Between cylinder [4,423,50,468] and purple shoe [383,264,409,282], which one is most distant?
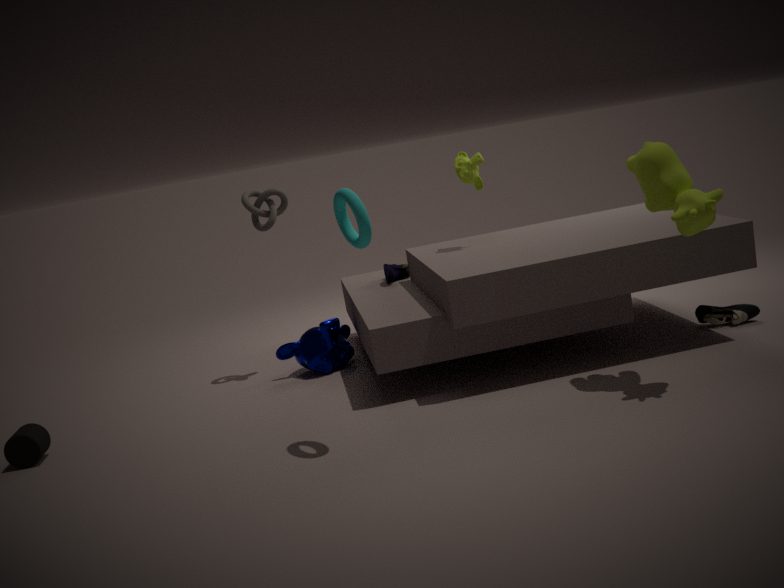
purple shoe [383,264,409,282]
